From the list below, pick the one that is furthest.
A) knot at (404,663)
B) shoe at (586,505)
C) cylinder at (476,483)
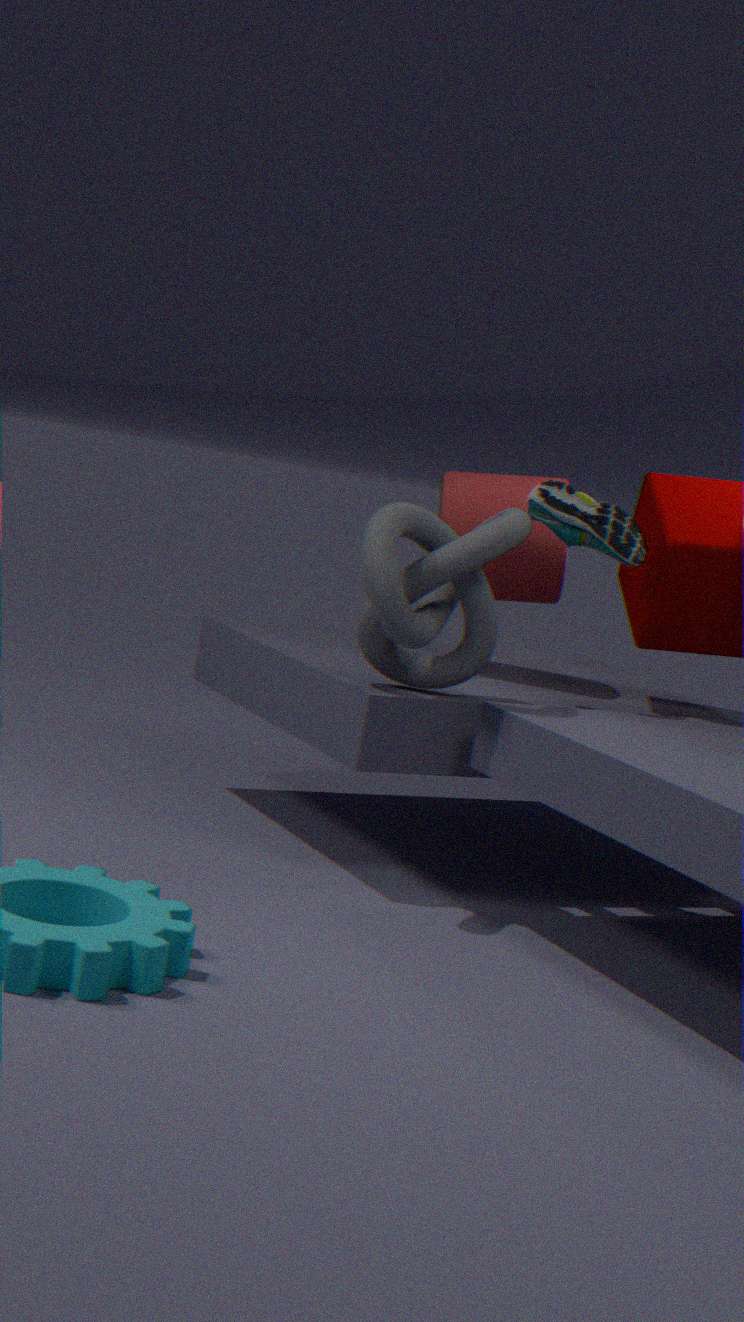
cylinder at (476,483)
